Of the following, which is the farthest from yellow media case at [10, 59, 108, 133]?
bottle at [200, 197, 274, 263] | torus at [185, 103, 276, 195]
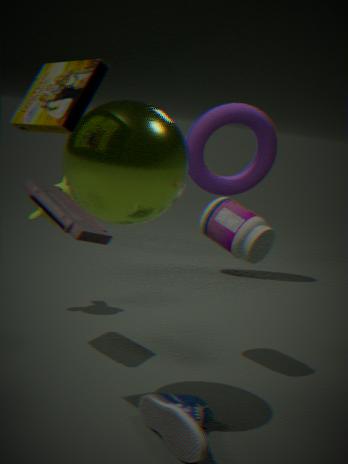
torus at [185, 103, 276, 195]
